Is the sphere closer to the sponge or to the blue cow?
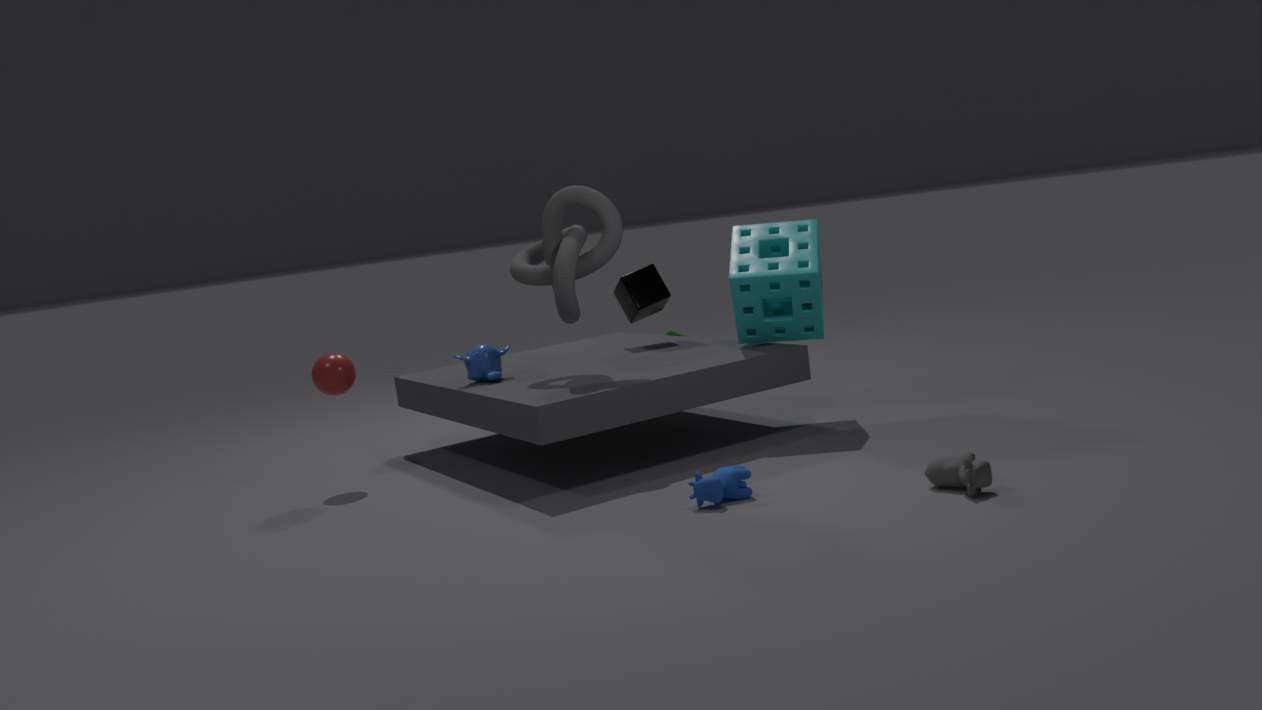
the sponge
